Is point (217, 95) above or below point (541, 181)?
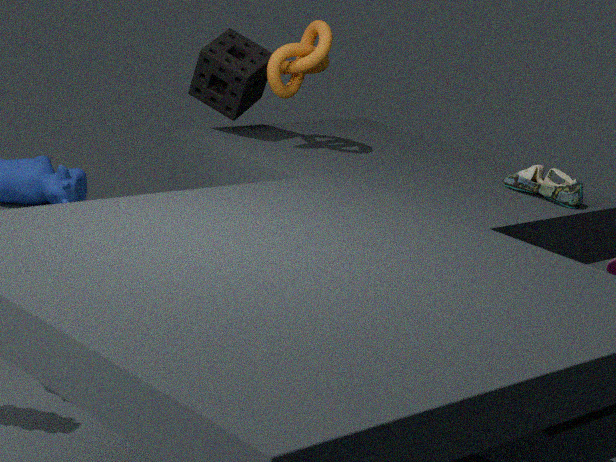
above
